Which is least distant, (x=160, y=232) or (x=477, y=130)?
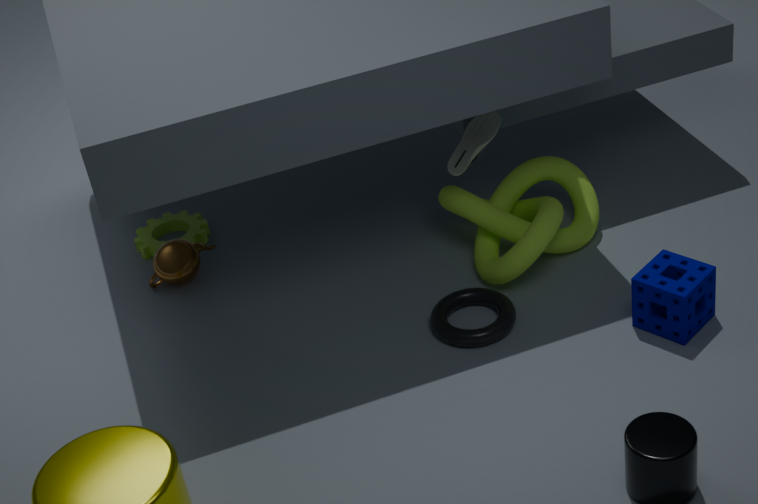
(x=477, y=130)
